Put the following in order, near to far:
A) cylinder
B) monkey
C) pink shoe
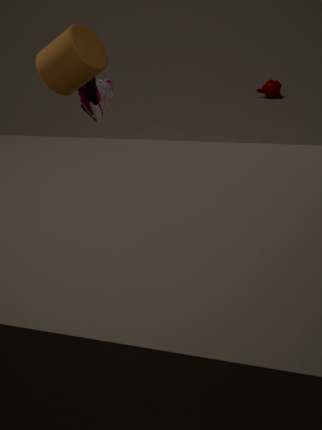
cylinder → pink shoe → monkey
